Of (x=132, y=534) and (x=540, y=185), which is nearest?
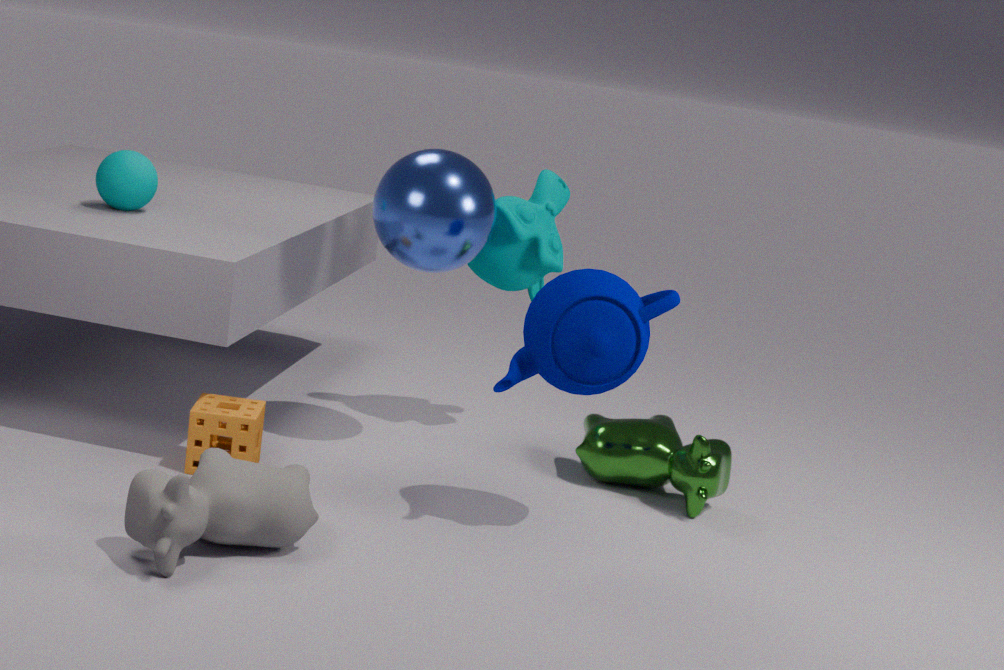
(x=132, y=534)
